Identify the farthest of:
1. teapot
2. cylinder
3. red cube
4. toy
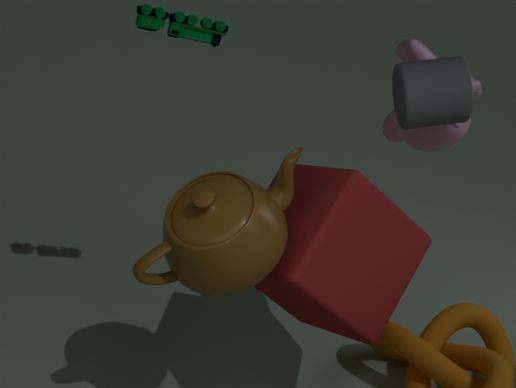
toy
